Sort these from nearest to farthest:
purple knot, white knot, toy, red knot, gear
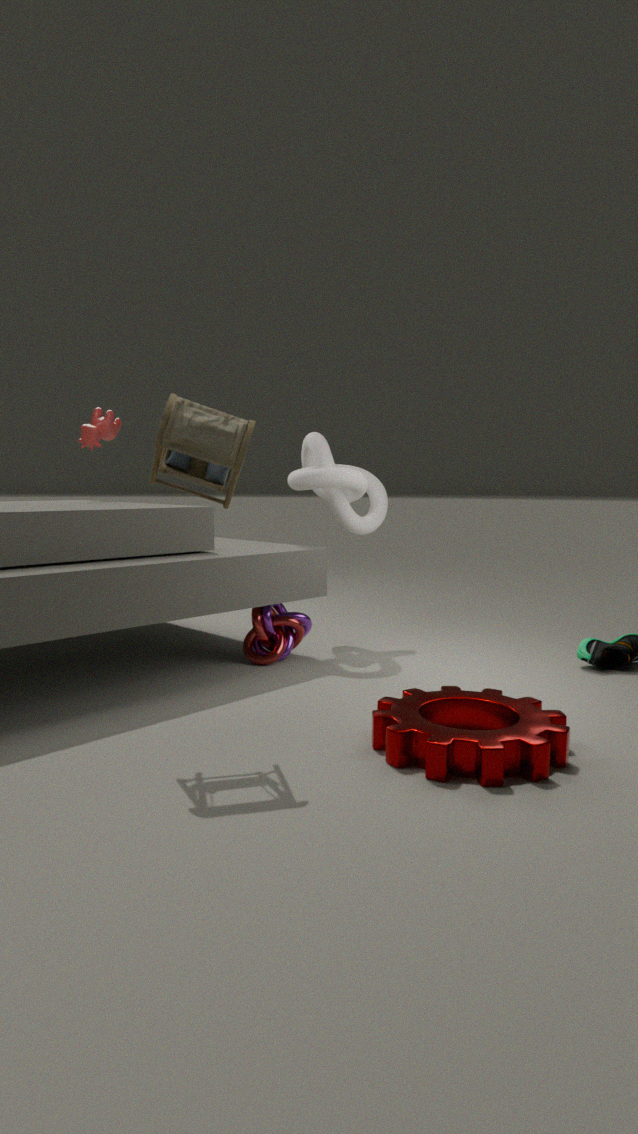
gear
toy
red knot
purple knot
white knot
